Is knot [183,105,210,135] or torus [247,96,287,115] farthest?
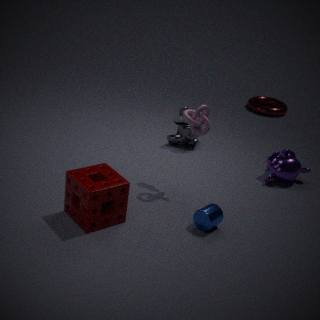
torus [247,96,287,115]
